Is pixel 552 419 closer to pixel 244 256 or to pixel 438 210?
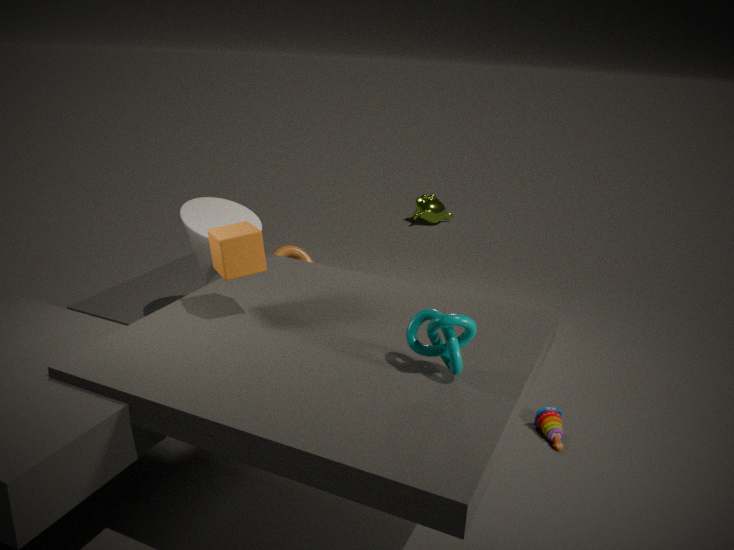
pixel 244 256
